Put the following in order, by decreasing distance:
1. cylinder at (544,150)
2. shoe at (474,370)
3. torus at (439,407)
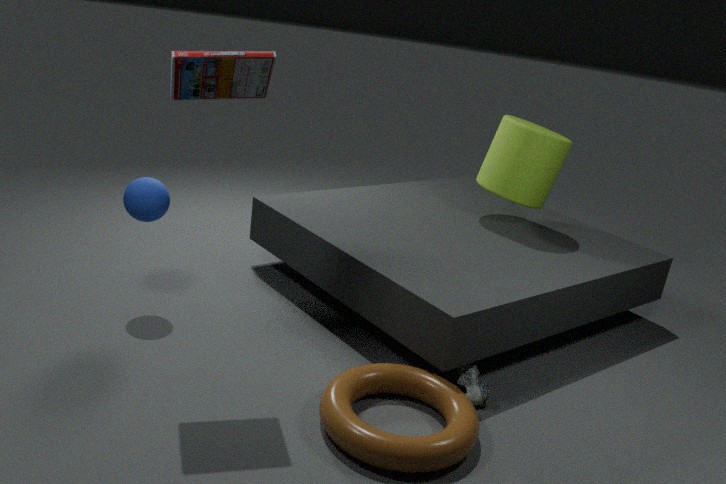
cylinder at (544,150) → shoe at (474,370) → torus at (439,407)
